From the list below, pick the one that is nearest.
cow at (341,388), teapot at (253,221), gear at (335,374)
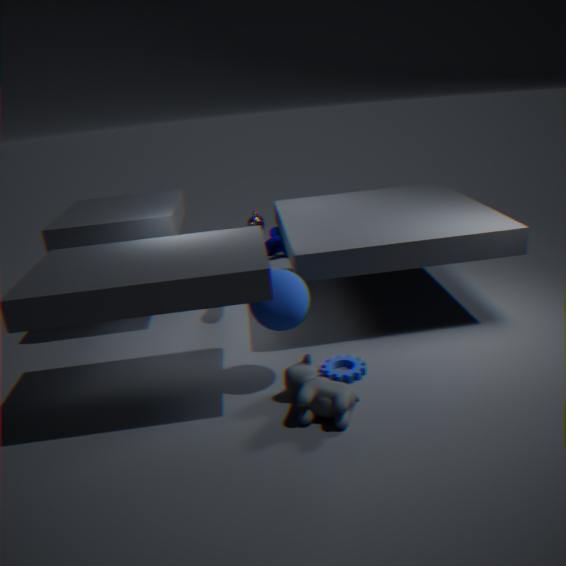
cow at (341,388)
